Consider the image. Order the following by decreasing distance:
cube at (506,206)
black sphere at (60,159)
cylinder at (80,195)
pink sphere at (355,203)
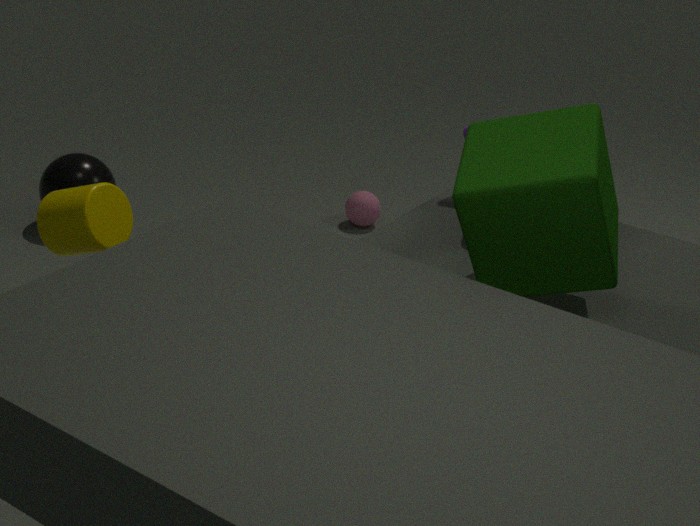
pink sphere at (355,203), black sphere at (60,159), cylinder at (80,195), cube at (506,206)
